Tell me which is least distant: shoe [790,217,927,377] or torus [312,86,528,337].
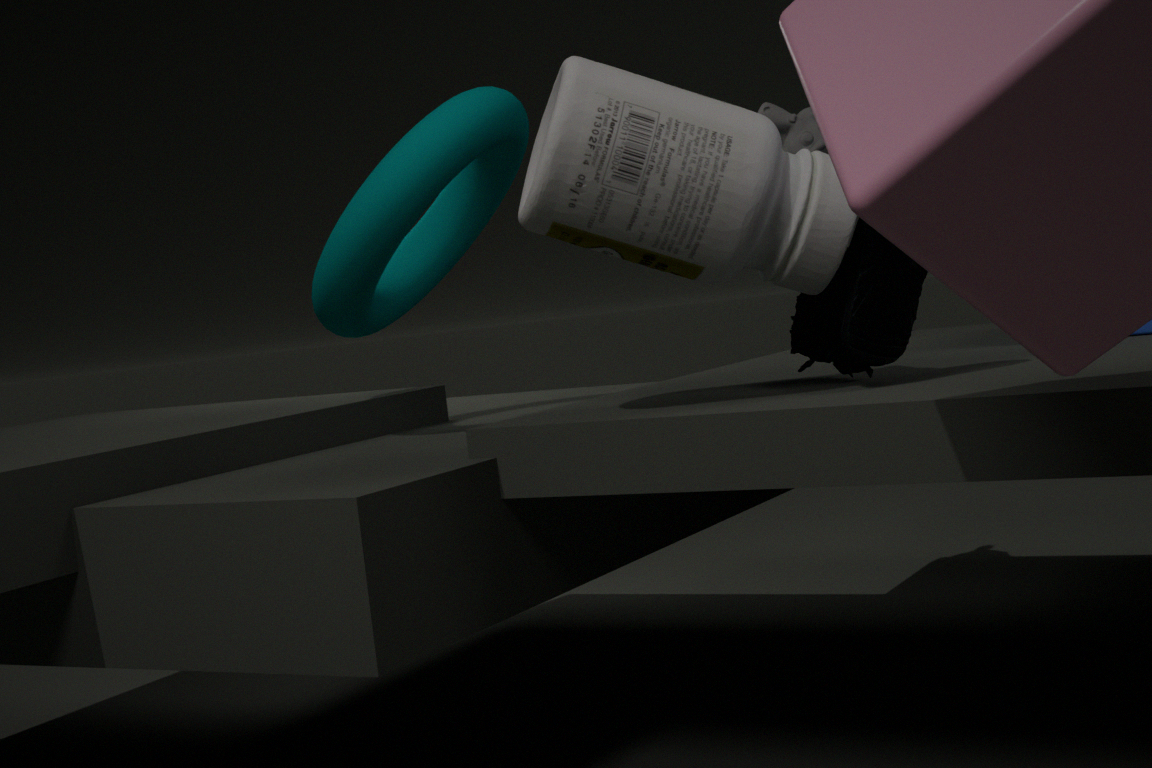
shoe [790,217,927,377]
